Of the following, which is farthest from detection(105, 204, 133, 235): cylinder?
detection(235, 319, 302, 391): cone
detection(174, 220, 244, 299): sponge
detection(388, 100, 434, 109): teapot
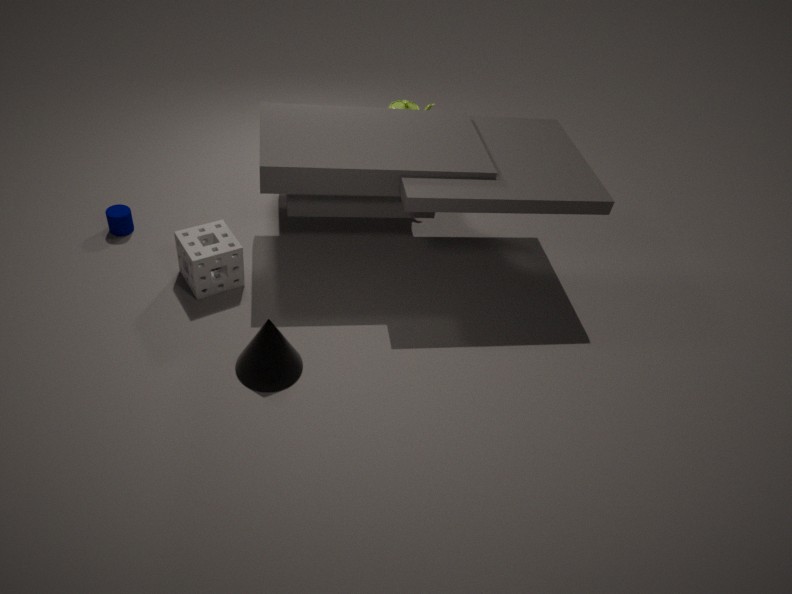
detection(388, 100, 434, 109): teapot
